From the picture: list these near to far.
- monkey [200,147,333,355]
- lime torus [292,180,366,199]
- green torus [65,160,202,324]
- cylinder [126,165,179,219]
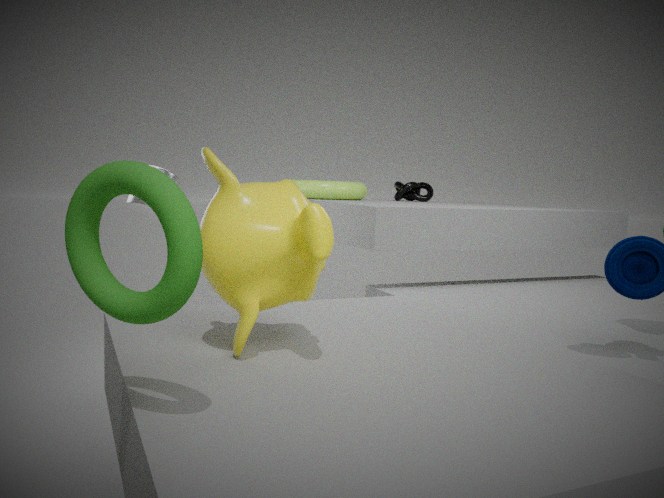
green torus [65,160,202,324], monkey [200,147,333,355], cylinder [126,165,179,219], lime torus [292,180,366,199]
